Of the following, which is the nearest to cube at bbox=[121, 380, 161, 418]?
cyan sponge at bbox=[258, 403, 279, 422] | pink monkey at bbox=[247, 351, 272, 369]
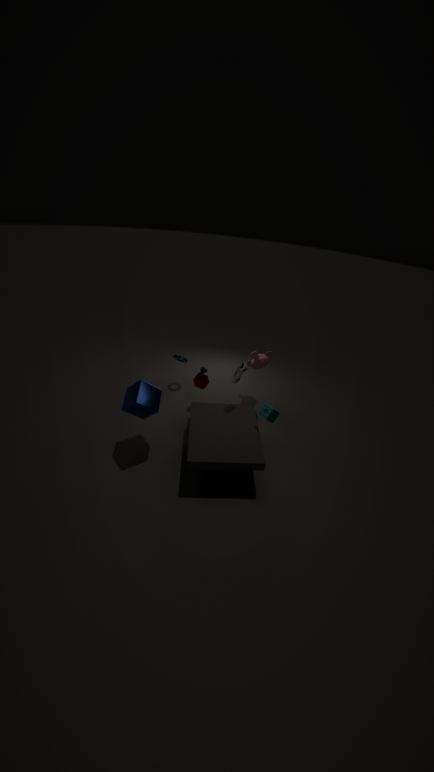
cyan sponge at bbox=[258, 403, 279, 422]
